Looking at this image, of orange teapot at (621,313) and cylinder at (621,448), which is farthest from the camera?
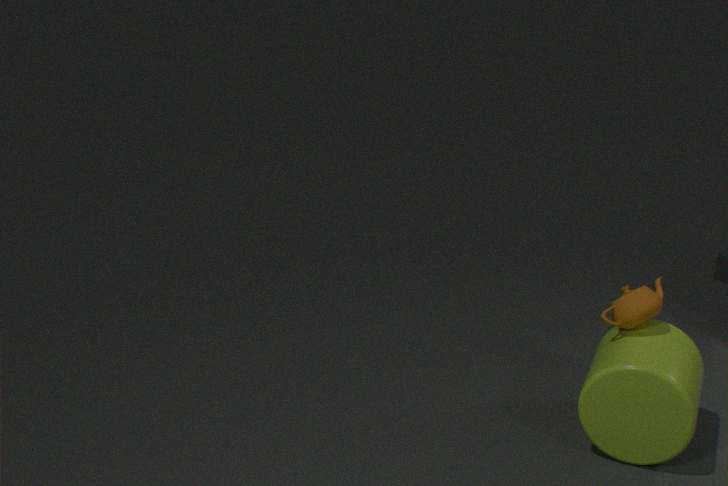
orange teapot at (621,313)
